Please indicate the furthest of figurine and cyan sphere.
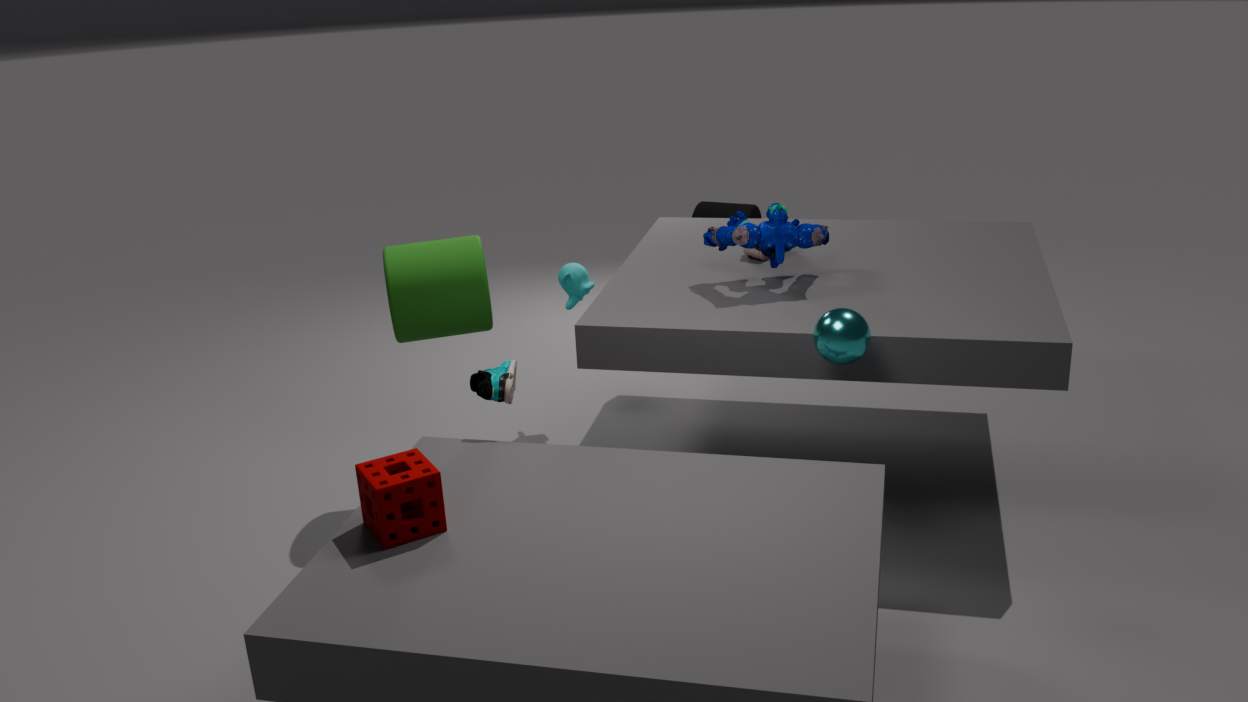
figurine
